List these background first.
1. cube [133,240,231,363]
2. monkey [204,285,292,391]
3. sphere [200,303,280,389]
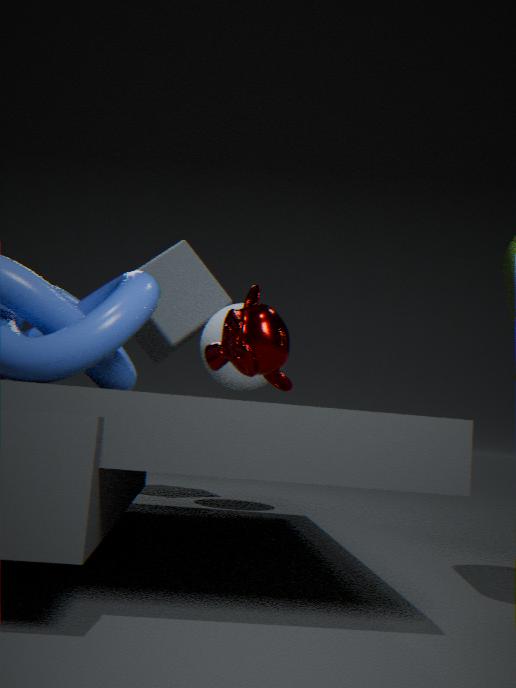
cube [133,240,231,363], sphere [200,303,280,389], monkey [204,285,292,391]
